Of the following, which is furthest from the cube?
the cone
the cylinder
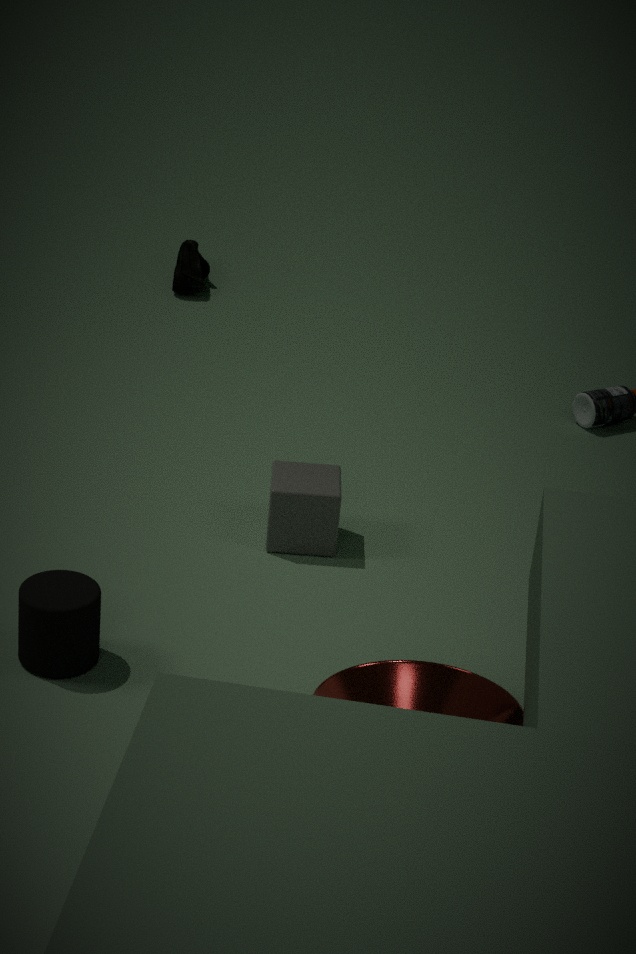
the cone
